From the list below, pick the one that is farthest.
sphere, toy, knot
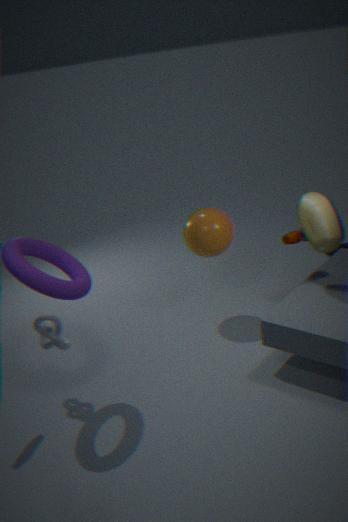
sphere
